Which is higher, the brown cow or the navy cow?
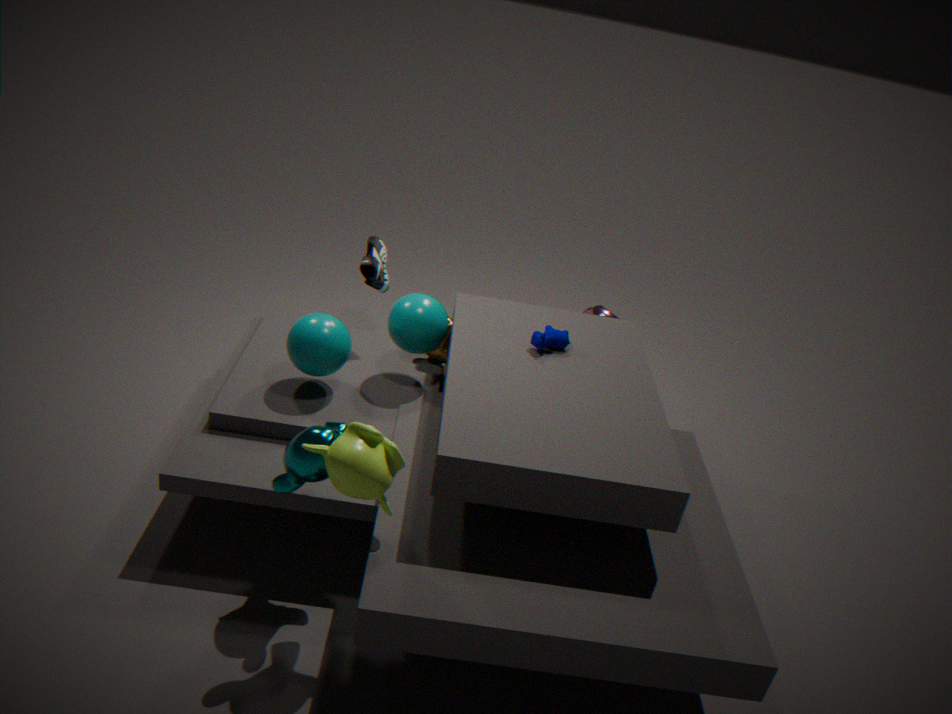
the navy cow
